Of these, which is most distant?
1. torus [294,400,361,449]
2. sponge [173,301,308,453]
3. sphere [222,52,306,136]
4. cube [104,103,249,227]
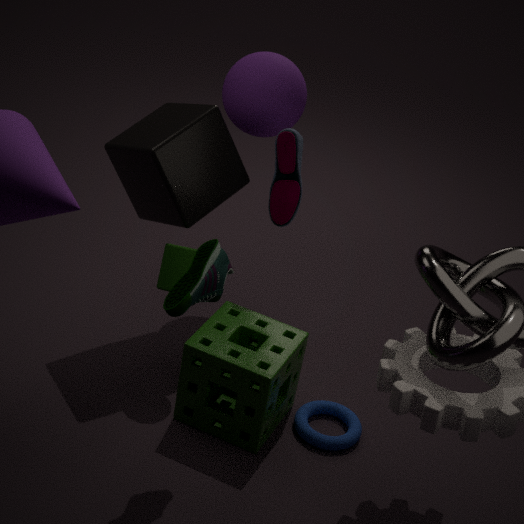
sphere [222,52,306,136]
